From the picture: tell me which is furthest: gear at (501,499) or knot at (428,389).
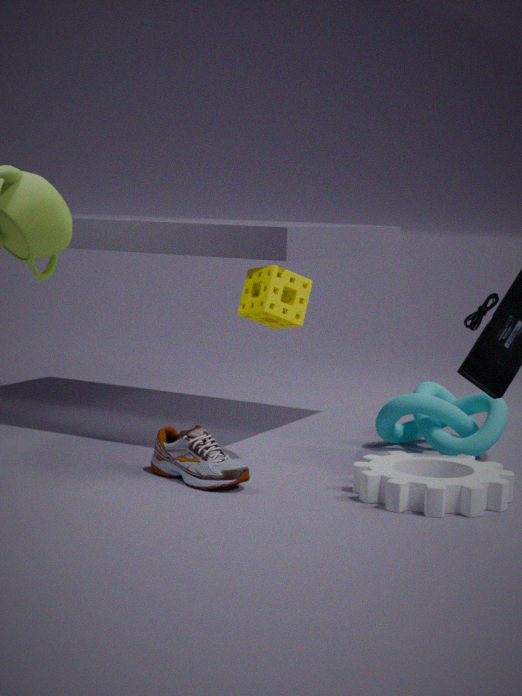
knot at (428,389)
